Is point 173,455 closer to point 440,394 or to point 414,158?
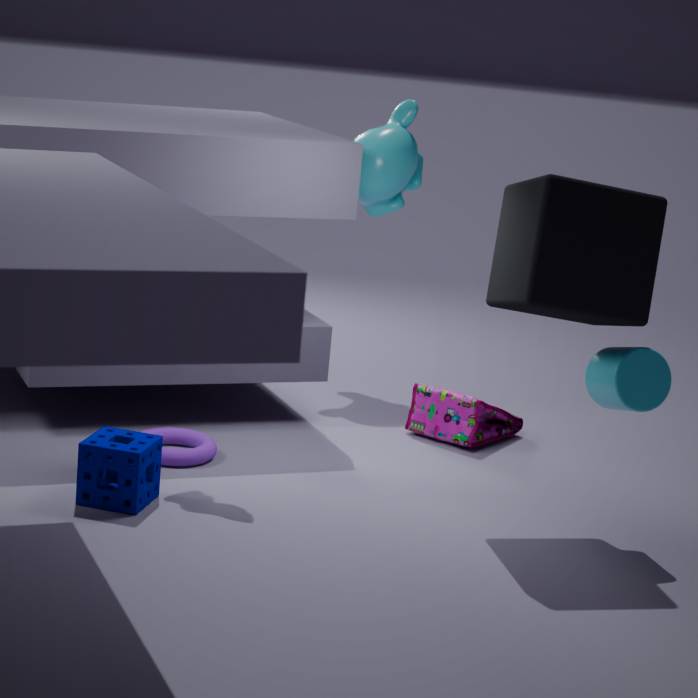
point 440,394
